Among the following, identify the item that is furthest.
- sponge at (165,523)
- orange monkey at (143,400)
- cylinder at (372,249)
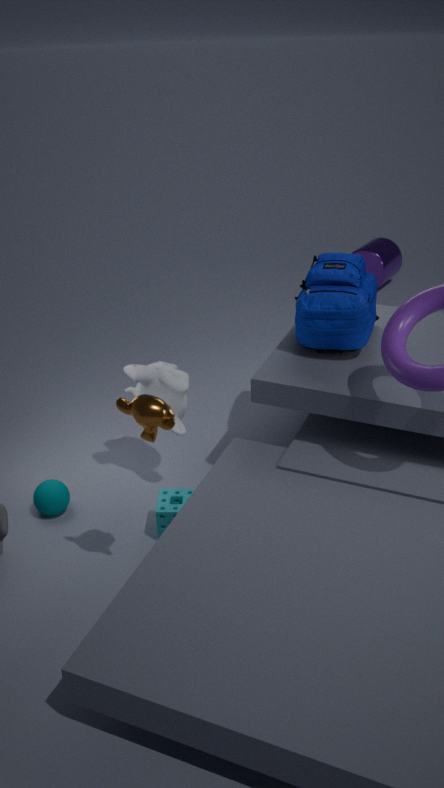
cylinder at (372,249)
